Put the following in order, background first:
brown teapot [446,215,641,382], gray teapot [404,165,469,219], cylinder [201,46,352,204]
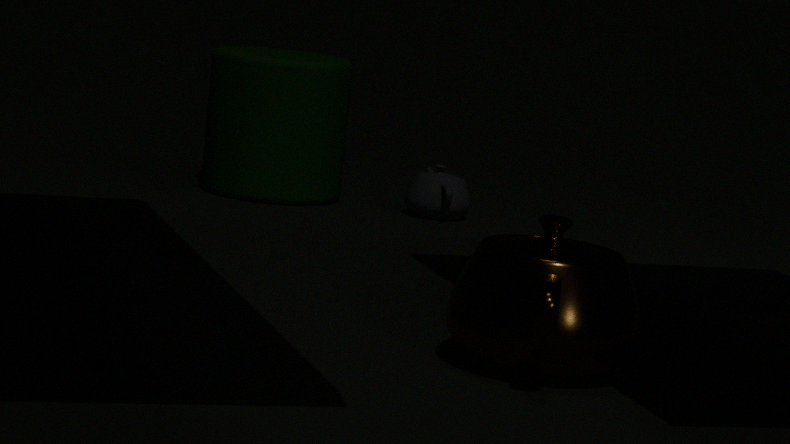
gray teapot [404,165,469,219]
cylinder [201,46,352,204]
brown teapot [446,215,641,382]
